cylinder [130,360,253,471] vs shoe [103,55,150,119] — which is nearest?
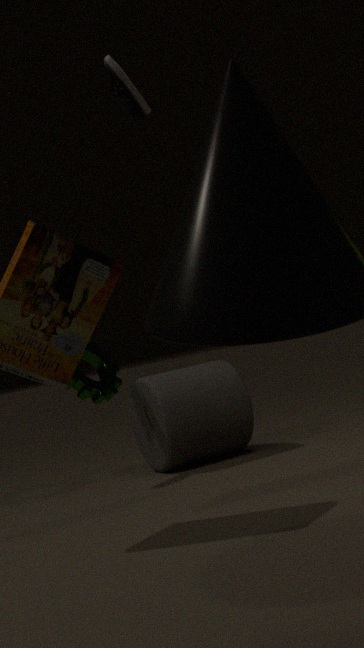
shoe [103,55,150,119]
